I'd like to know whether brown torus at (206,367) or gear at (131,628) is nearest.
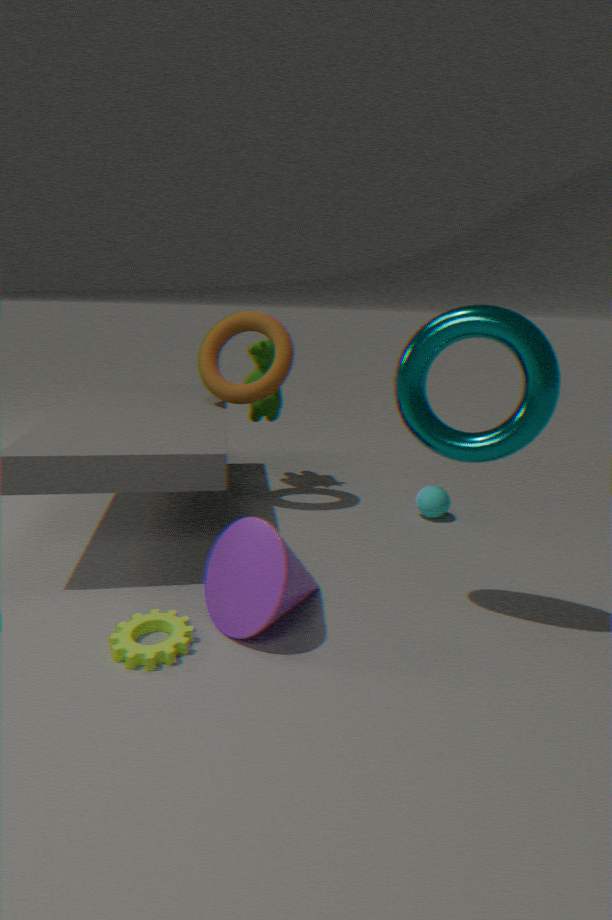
gear at (131,628)
